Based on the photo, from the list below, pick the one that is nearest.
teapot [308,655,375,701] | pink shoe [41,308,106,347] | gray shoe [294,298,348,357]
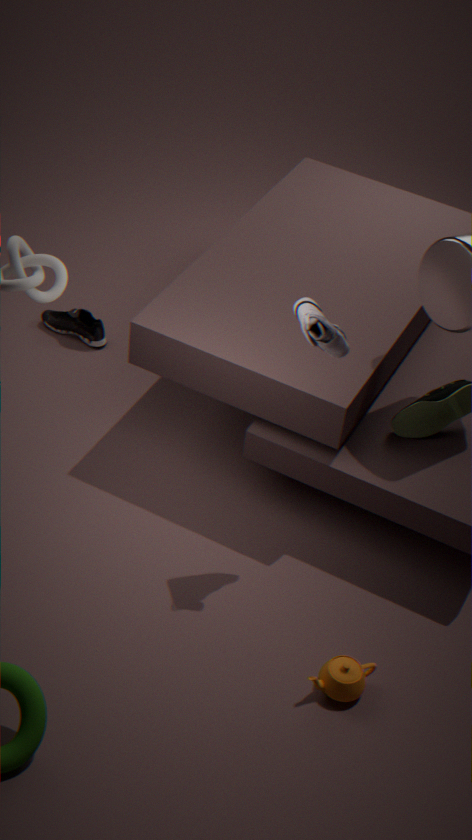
gray shoe [294,298,348,357]
